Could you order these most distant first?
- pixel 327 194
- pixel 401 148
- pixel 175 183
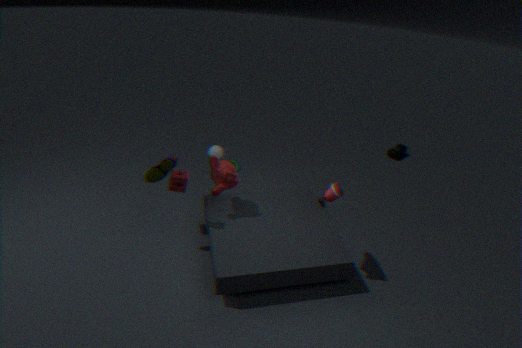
pixel 401 148, pixel 175 183, pixel 327 194
